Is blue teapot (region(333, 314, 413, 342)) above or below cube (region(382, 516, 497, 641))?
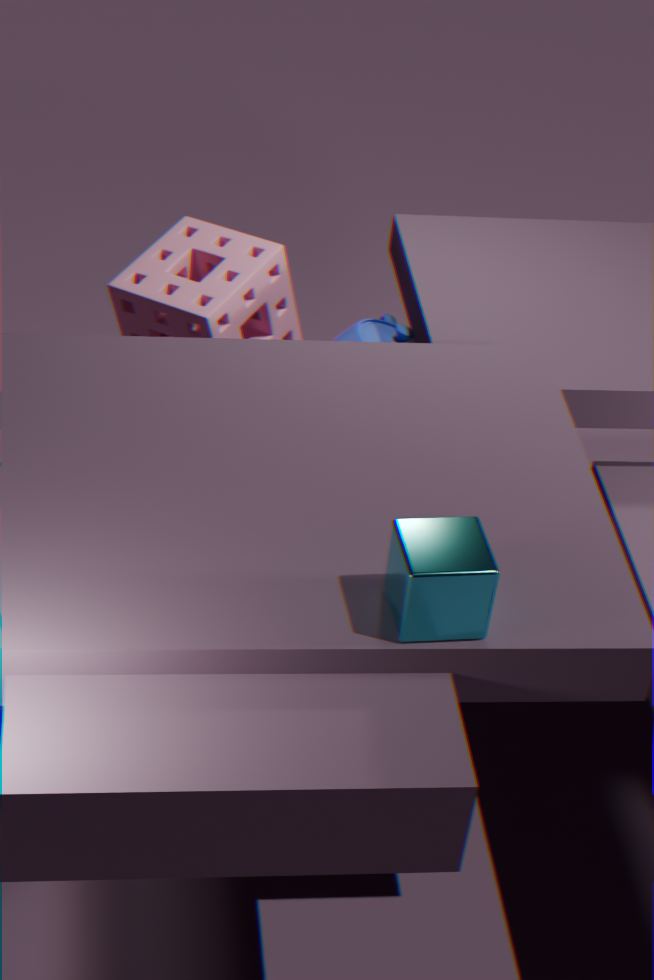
below
